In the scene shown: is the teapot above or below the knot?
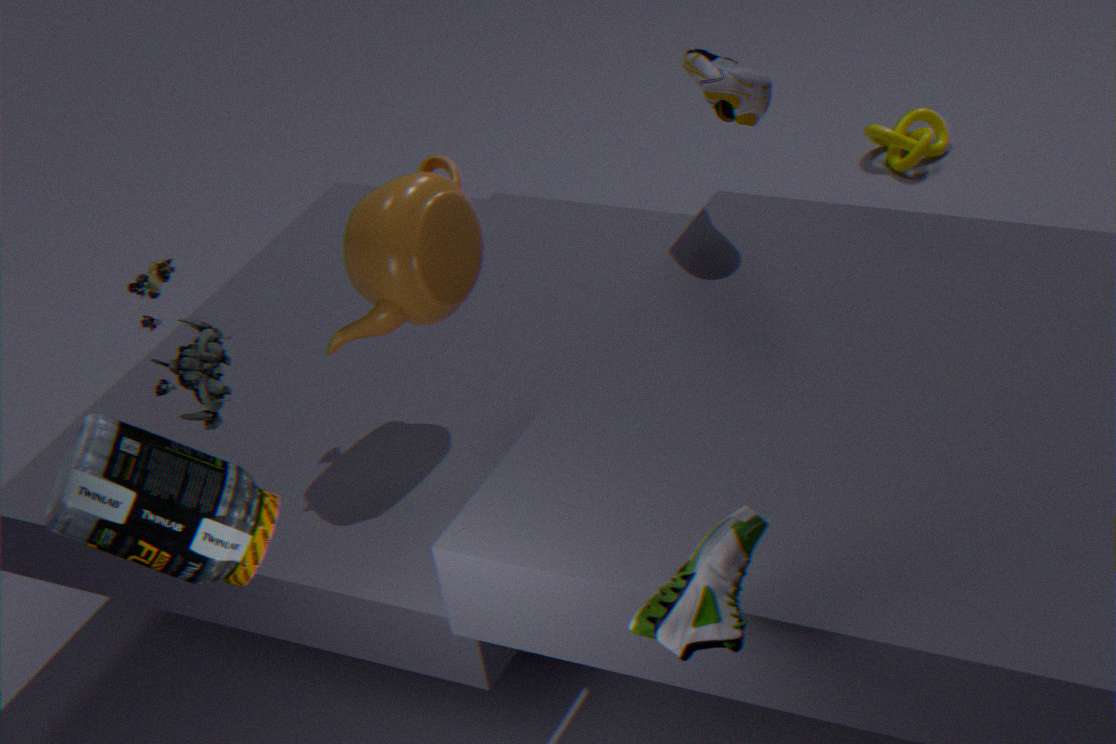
above
